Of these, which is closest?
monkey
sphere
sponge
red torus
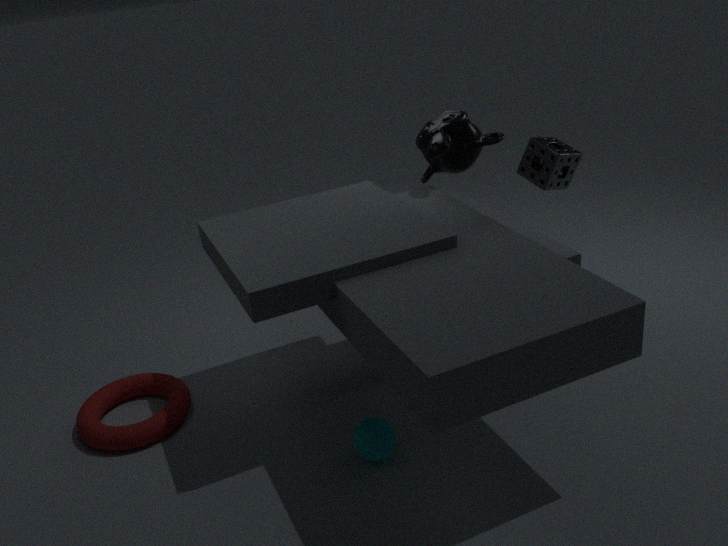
sphere
